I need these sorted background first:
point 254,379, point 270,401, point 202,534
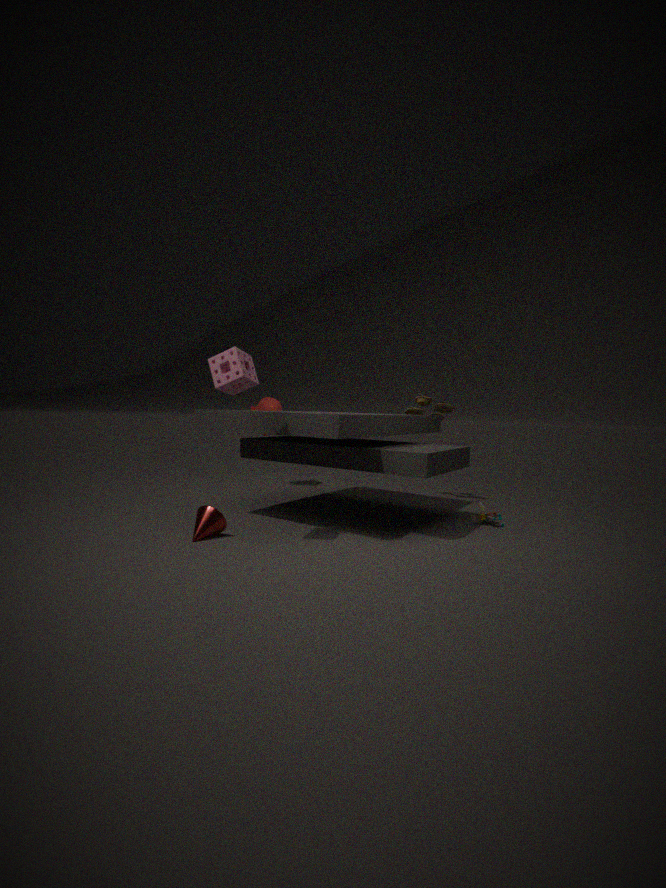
point 270,401 → point 202,534 → point 254,379
